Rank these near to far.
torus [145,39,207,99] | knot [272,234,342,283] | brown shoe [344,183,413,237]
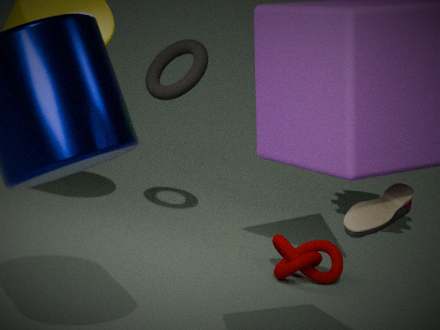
1. brown shoe [344,183,413,237]
2. knot [272,234,342,283]
3. torus [145,39,207,99]
